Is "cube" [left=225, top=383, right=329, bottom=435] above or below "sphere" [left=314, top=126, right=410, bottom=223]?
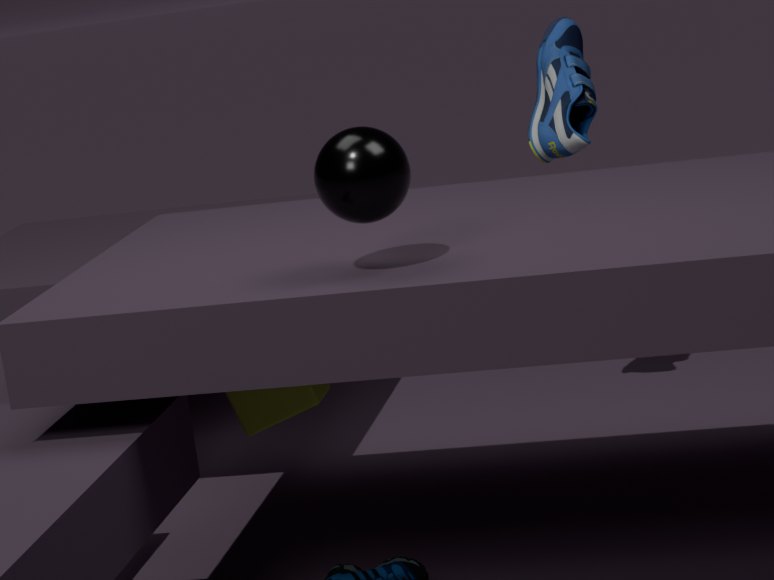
below
